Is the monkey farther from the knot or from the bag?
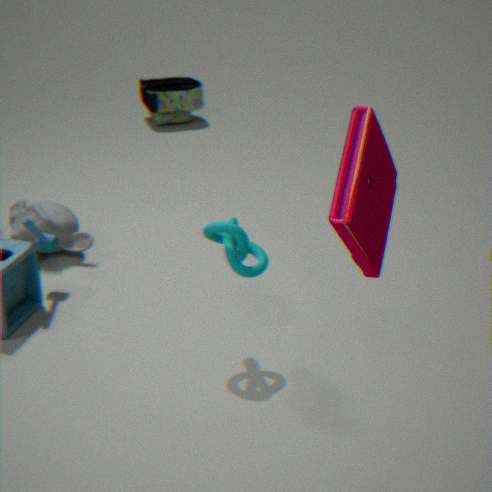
the bag
